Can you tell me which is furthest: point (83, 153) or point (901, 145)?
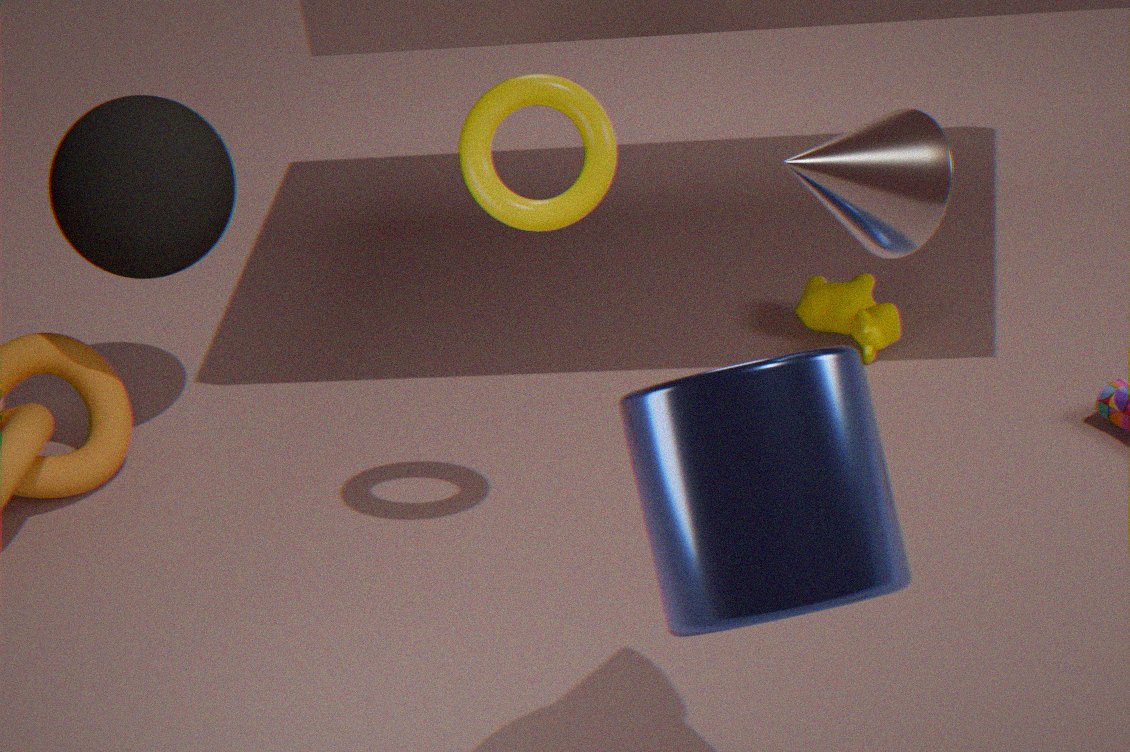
point (83, 153)
